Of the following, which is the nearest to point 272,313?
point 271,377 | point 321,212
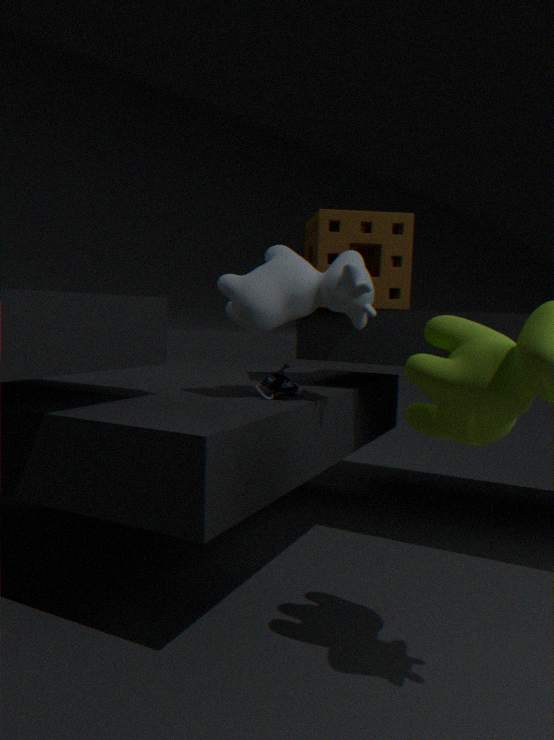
point 271,377
